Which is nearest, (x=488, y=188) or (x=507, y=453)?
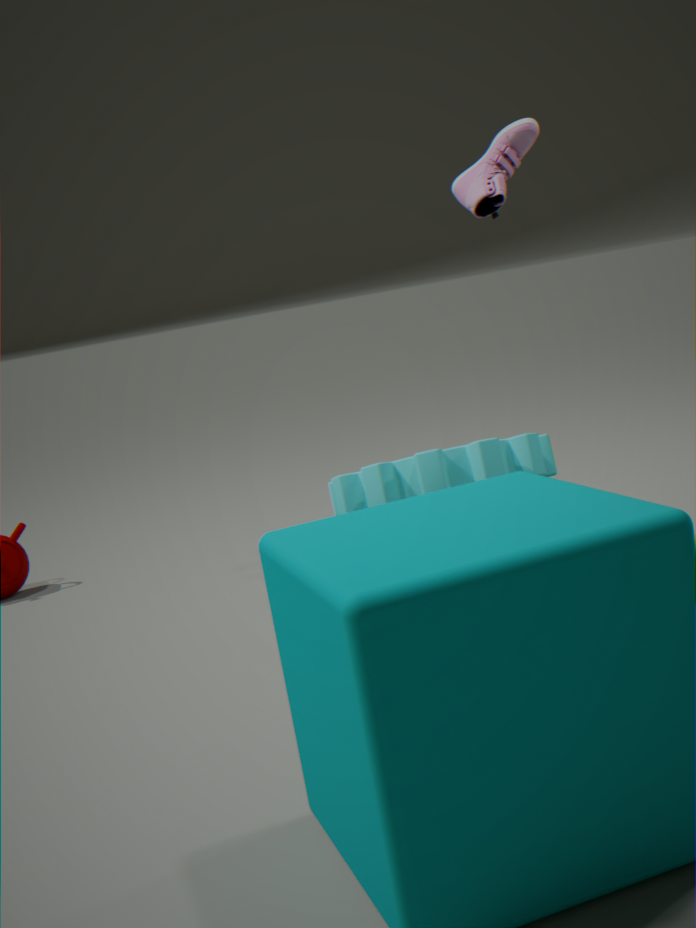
(x=488, y=188)
